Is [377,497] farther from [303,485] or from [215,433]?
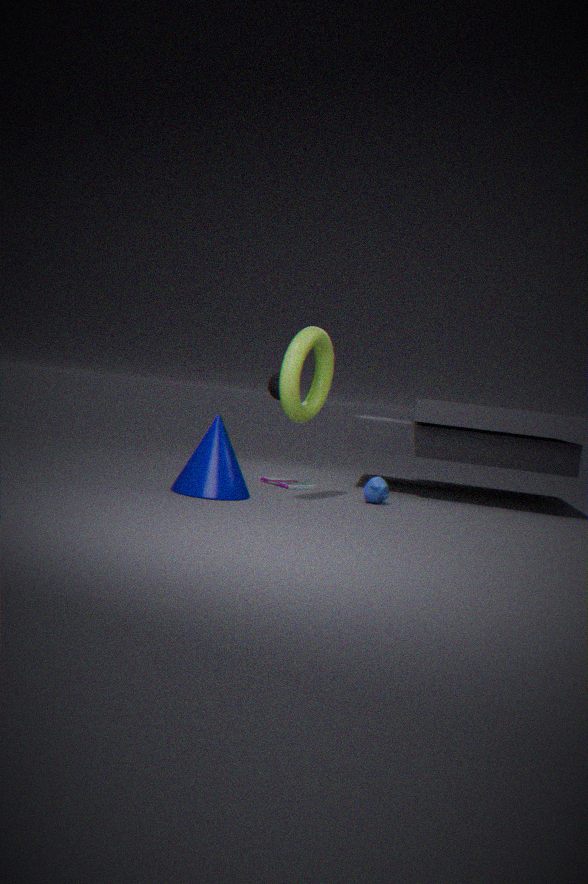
[215,433]
